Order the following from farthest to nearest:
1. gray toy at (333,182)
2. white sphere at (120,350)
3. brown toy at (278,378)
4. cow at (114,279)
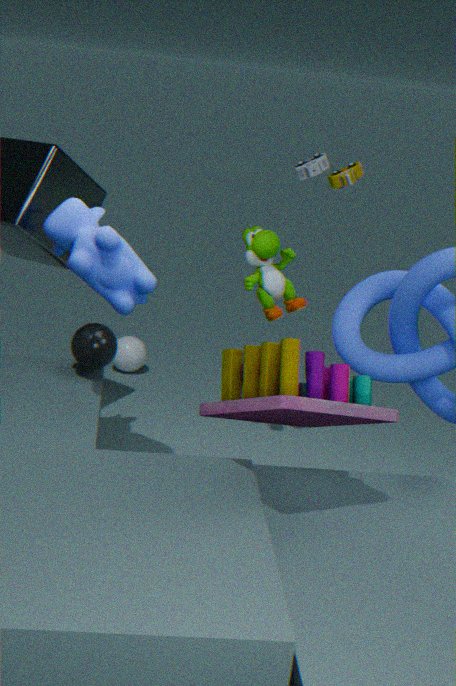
white sphere at (120,350) → gray toy at (333,182) → cow at (114,279) → brown toy at (278,378)
